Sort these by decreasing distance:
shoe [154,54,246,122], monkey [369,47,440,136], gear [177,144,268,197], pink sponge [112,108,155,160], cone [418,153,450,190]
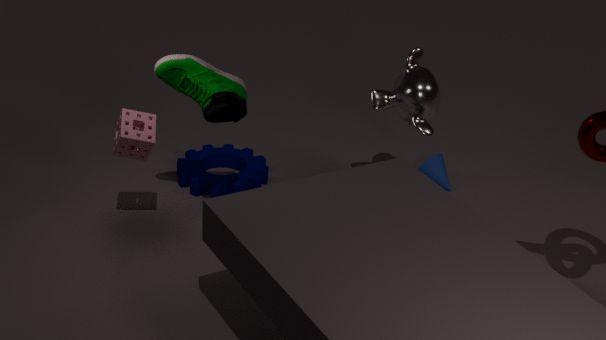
cone [418,153,450,190] → gear [177,144,268,197] → monkey [369,47,440,136] → shoe [154,54,246,122] → pink sponge [112,108,155,160]
